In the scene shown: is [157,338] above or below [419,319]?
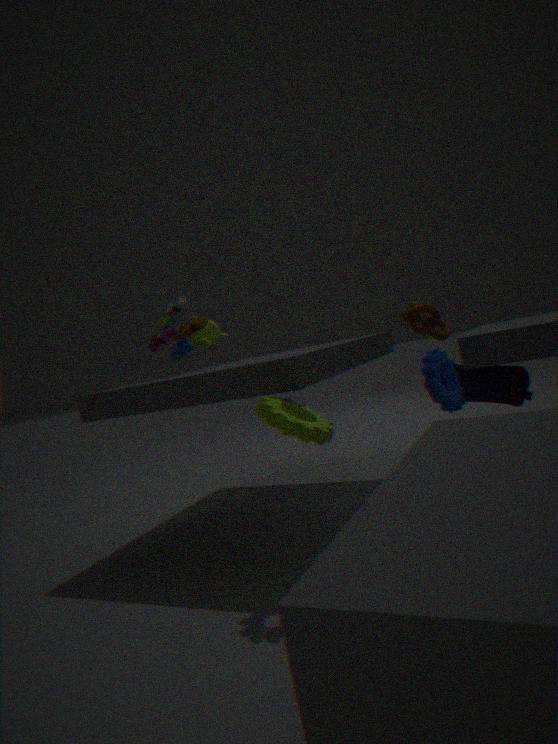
above
